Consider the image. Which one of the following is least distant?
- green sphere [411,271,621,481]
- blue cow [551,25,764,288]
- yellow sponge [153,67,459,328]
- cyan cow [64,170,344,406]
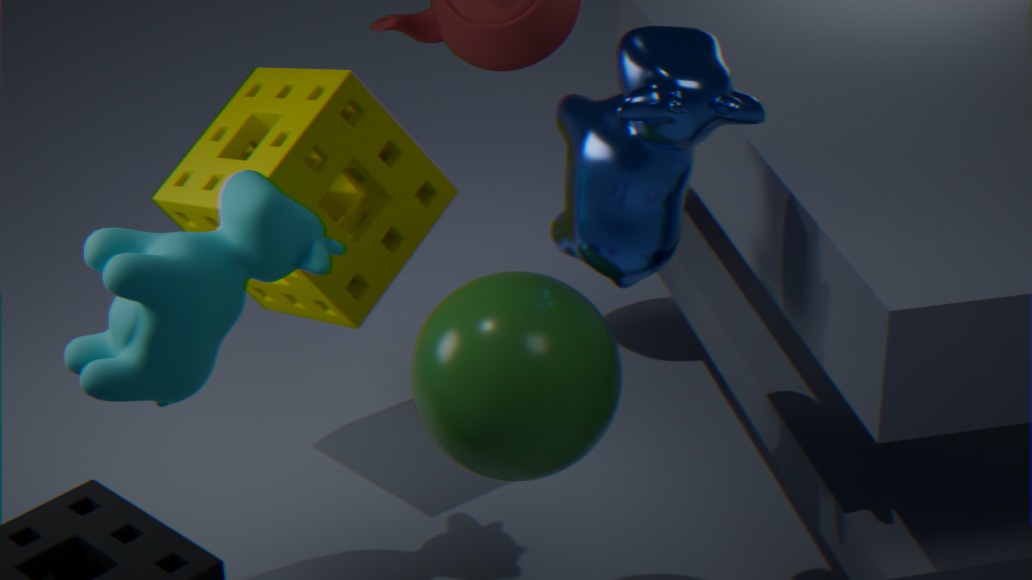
blue cow [551,25,764,288]
